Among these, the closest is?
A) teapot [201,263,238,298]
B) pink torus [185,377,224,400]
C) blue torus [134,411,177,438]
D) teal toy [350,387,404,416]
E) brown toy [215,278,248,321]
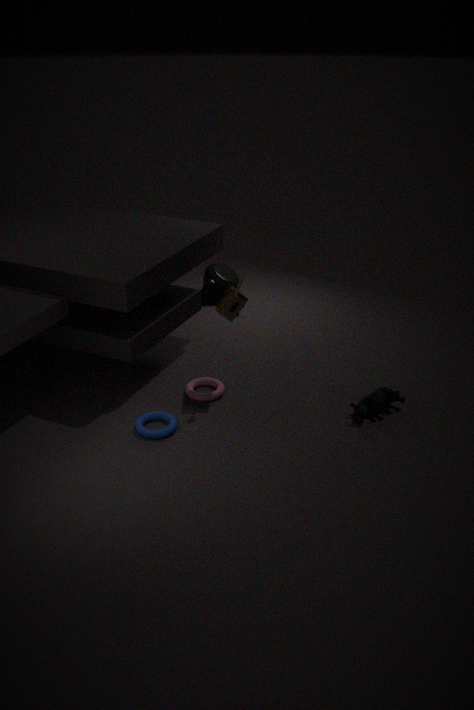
blue torus [134,411,177,438]
